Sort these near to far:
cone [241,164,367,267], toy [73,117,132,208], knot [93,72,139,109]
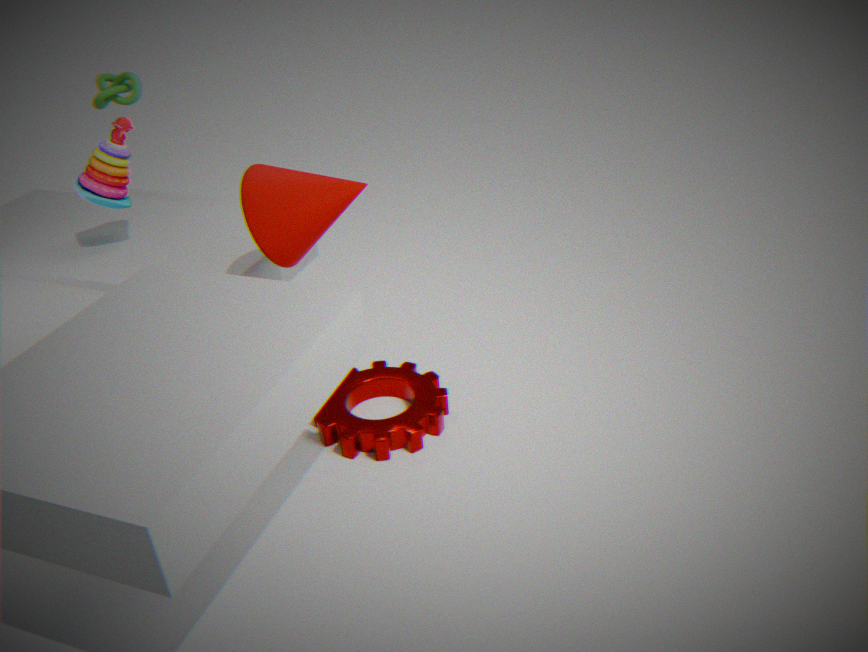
cone [241,164,367,267] → toy [73,117,132,208] → knot [93,72,139,109]
